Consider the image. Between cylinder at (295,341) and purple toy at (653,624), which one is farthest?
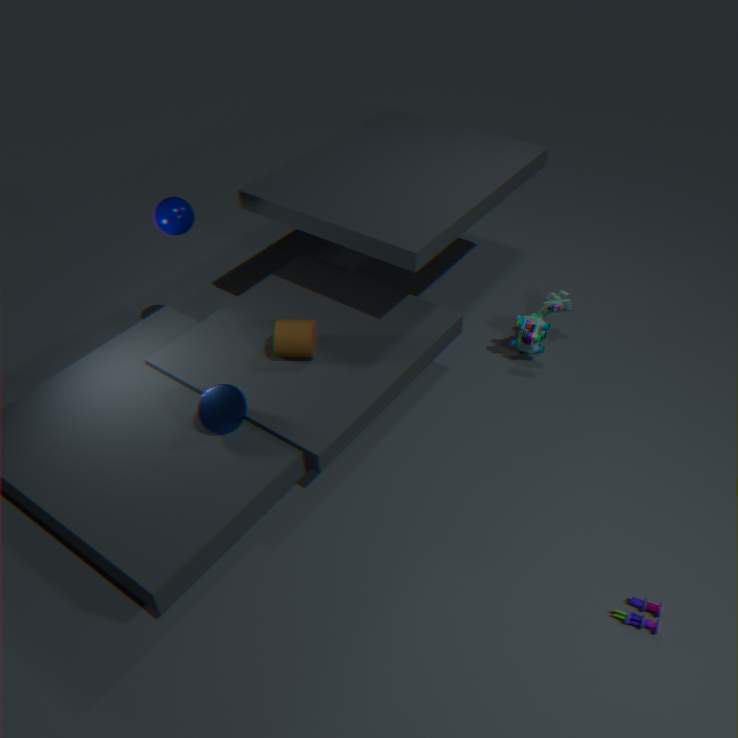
cylinder at (295,341)
